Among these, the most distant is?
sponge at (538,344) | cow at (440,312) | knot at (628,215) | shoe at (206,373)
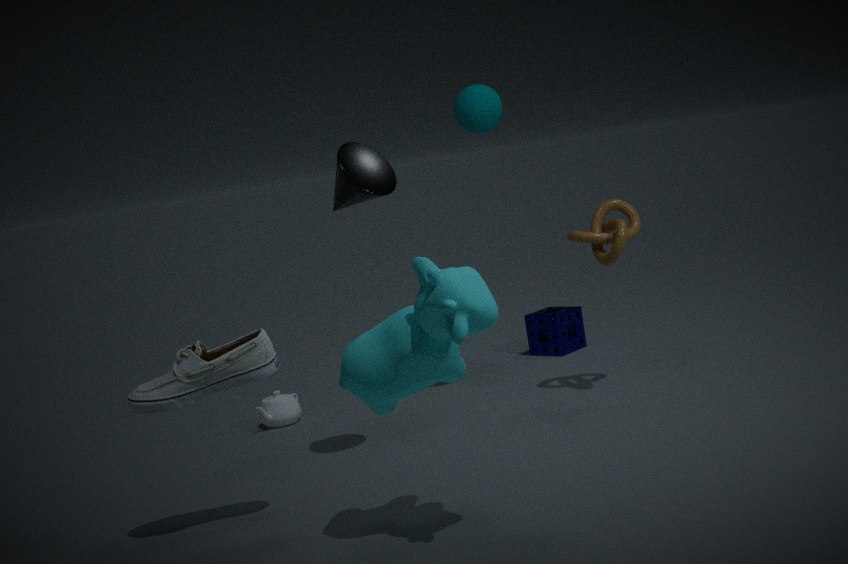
sponge at (538,344)
